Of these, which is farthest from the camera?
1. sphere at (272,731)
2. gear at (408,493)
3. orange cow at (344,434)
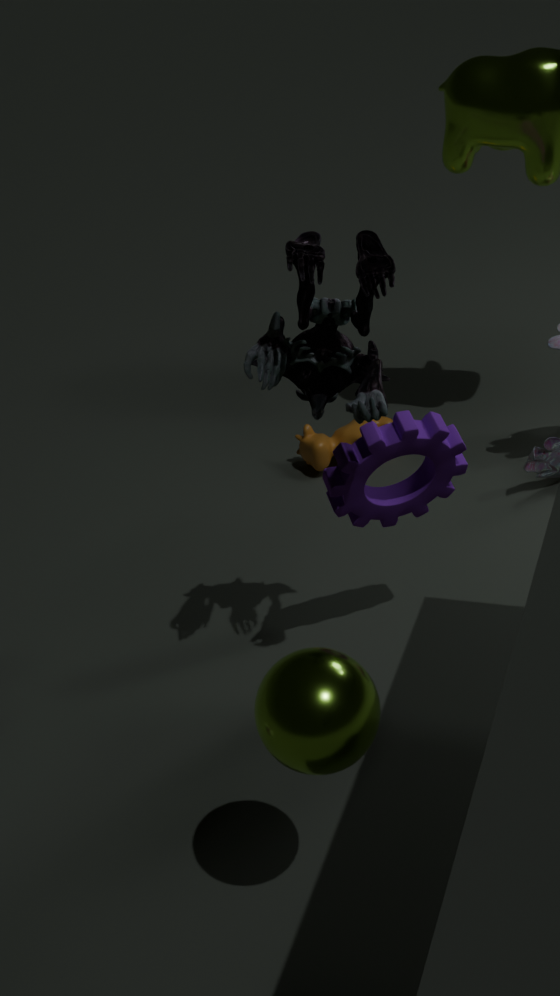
orange cow at (344,434)
